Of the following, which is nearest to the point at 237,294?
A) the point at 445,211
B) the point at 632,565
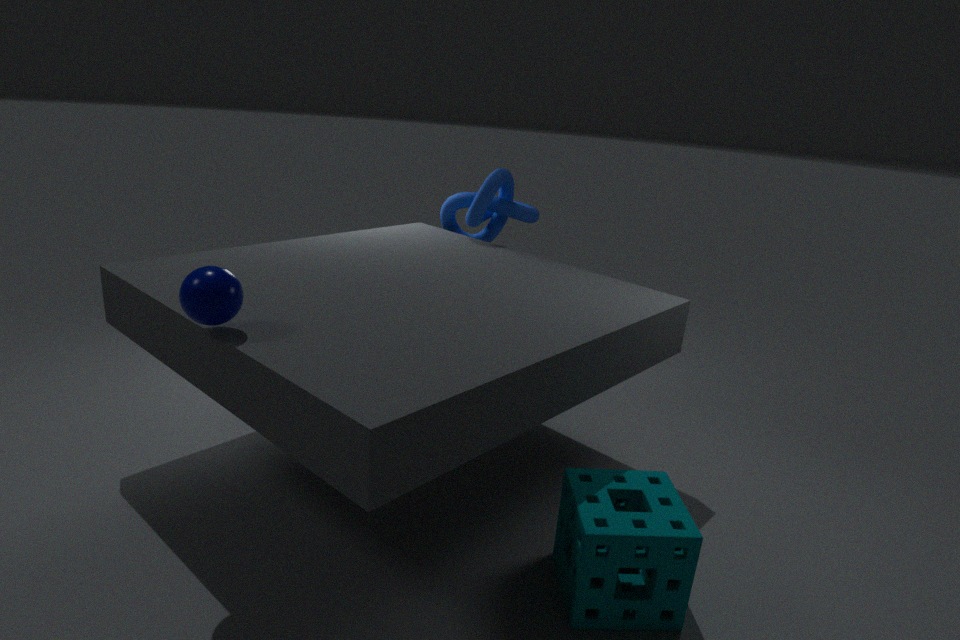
the point at 632,565
